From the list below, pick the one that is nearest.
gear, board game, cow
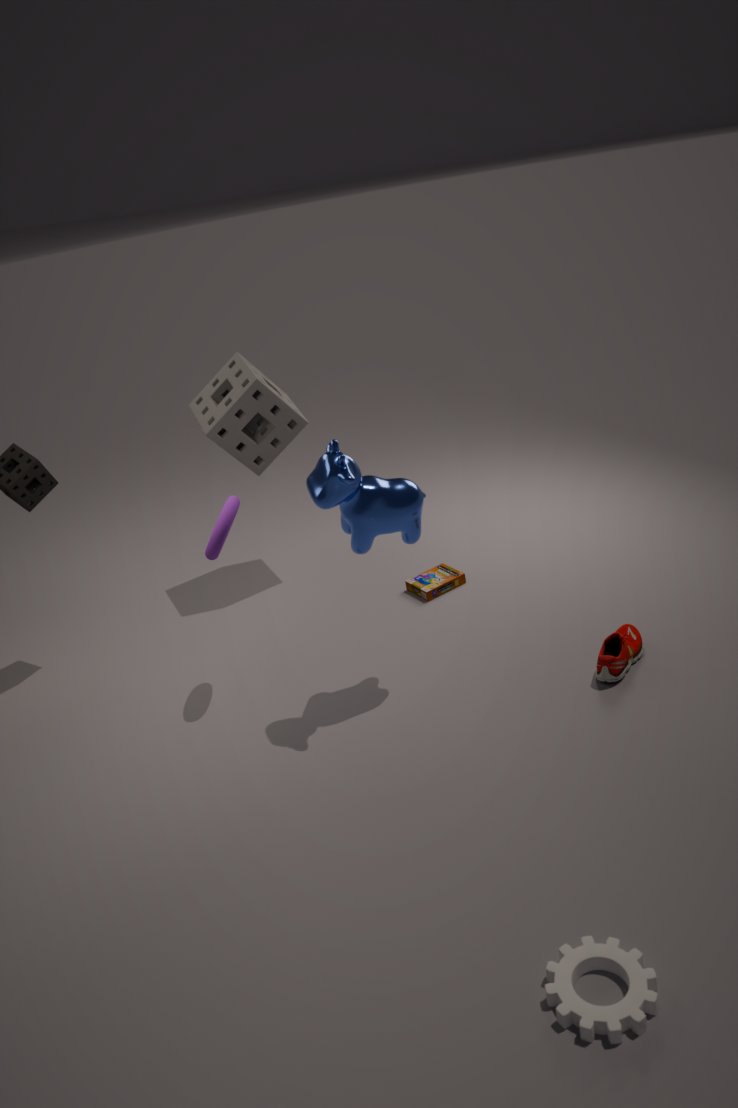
gear
